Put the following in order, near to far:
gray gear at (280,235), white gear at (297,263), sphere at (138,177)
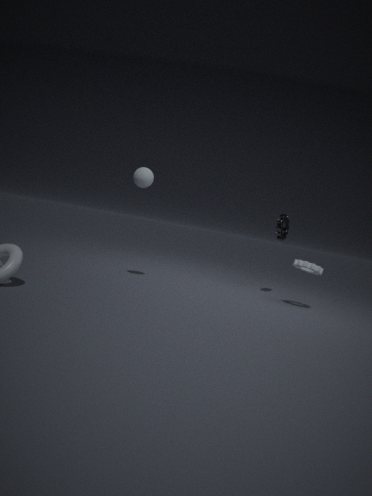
sphere at (138,177), white gear at (297,263), gray gear at (280,235)
